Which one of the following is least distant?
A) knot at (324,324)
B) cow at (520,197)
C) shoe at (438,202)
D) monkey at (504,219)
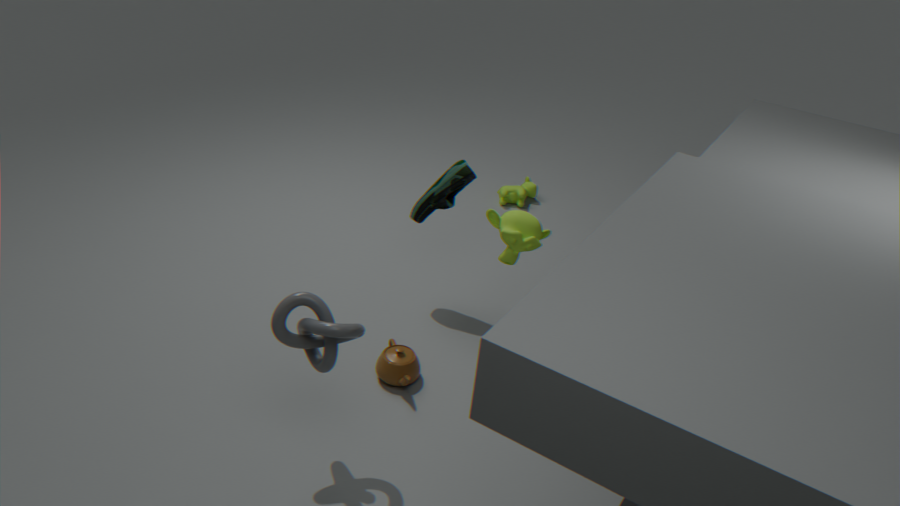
knot at (324,324)
